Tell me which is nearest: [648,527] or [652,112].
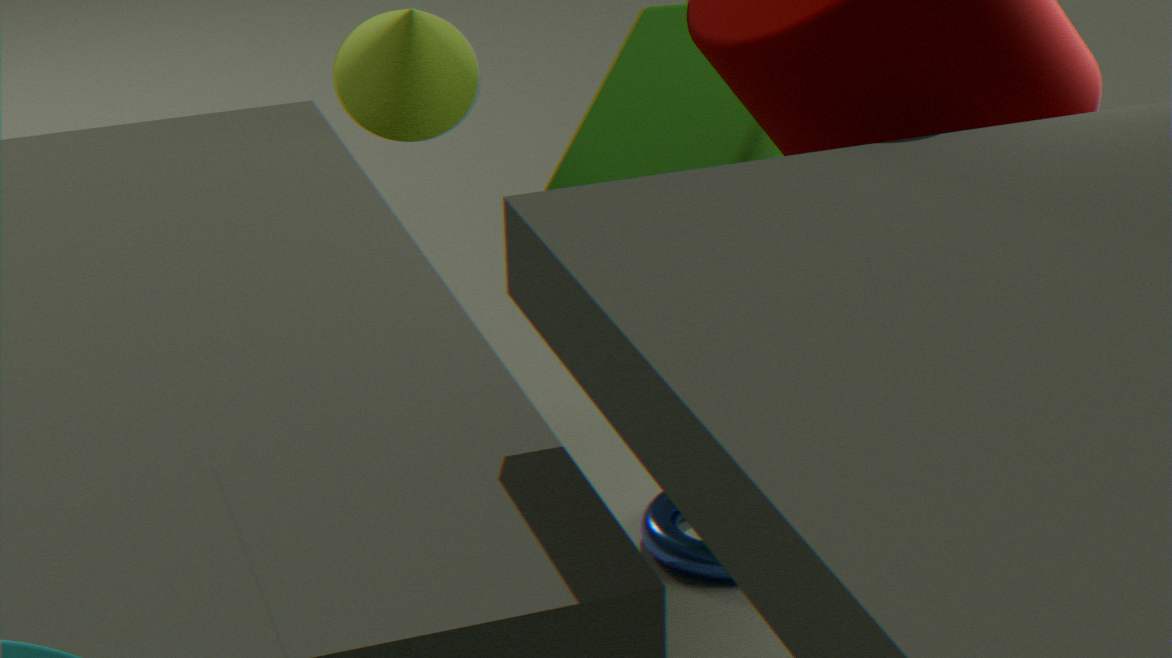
[652,112]
